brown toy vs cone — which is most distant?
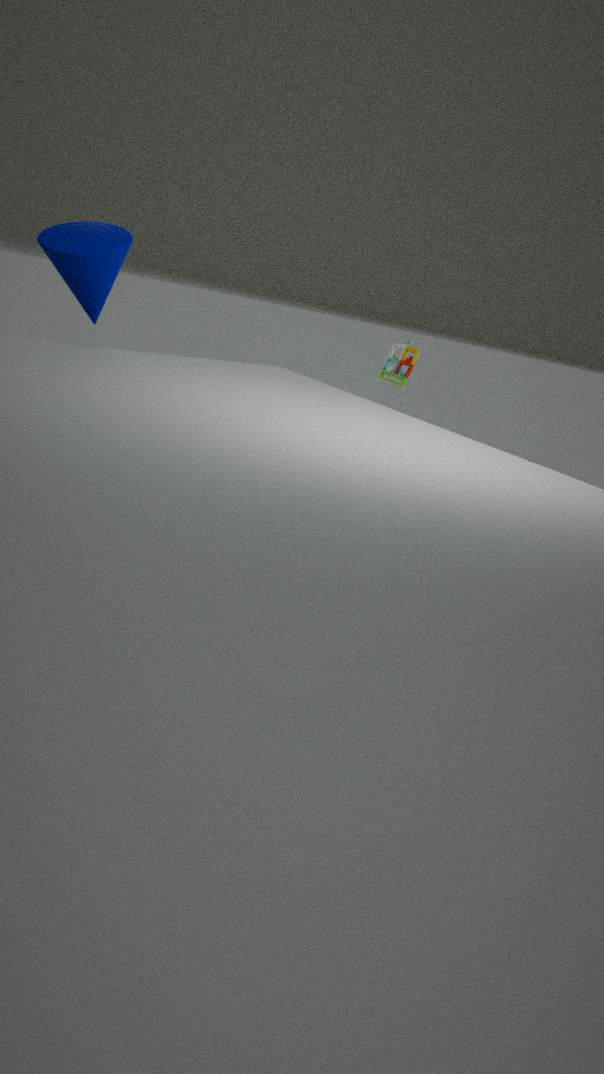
brown toy
